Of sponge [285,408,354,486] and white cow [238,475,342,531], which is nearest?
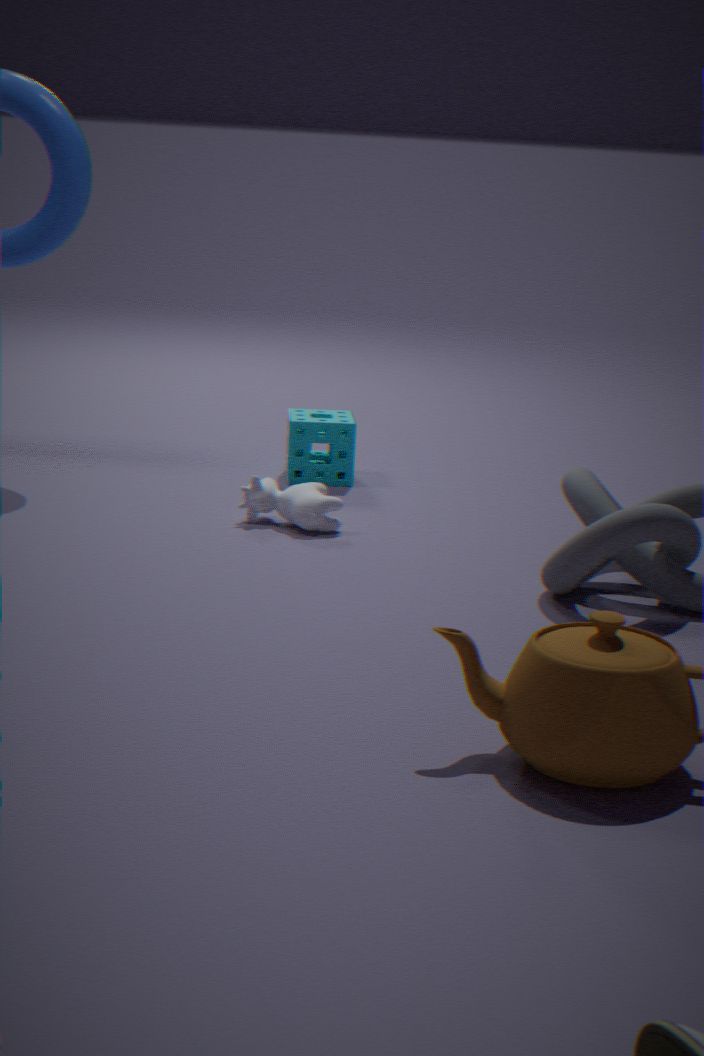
white cow [238,475,342,531]
